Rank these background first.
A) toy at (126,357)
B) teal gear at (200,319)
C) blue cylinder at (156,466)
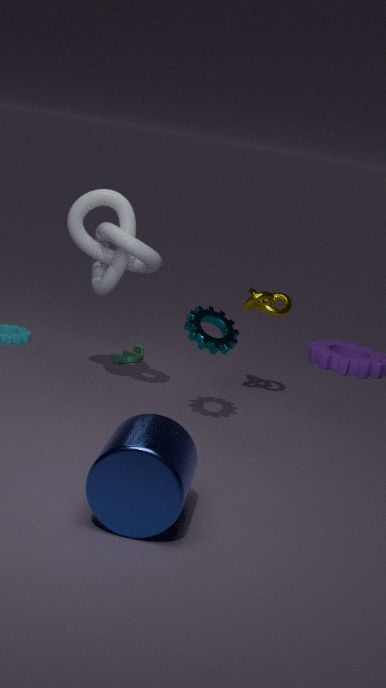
toy at (126,357) < teal gear at (200,319) < blue cylinder at (156,466)
